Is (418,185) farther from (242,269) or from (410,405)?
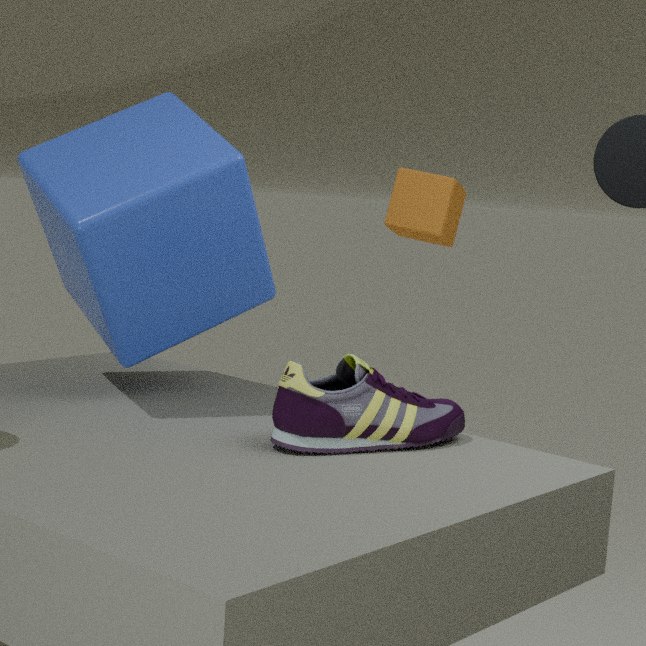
(410,405)
